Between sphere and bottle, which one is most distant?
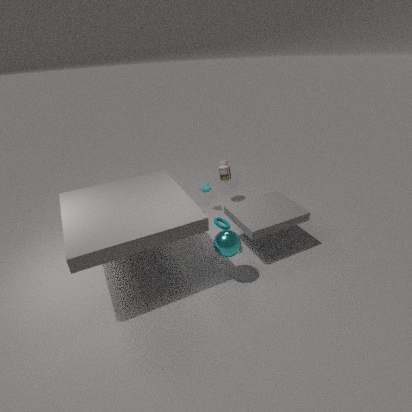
bottle
